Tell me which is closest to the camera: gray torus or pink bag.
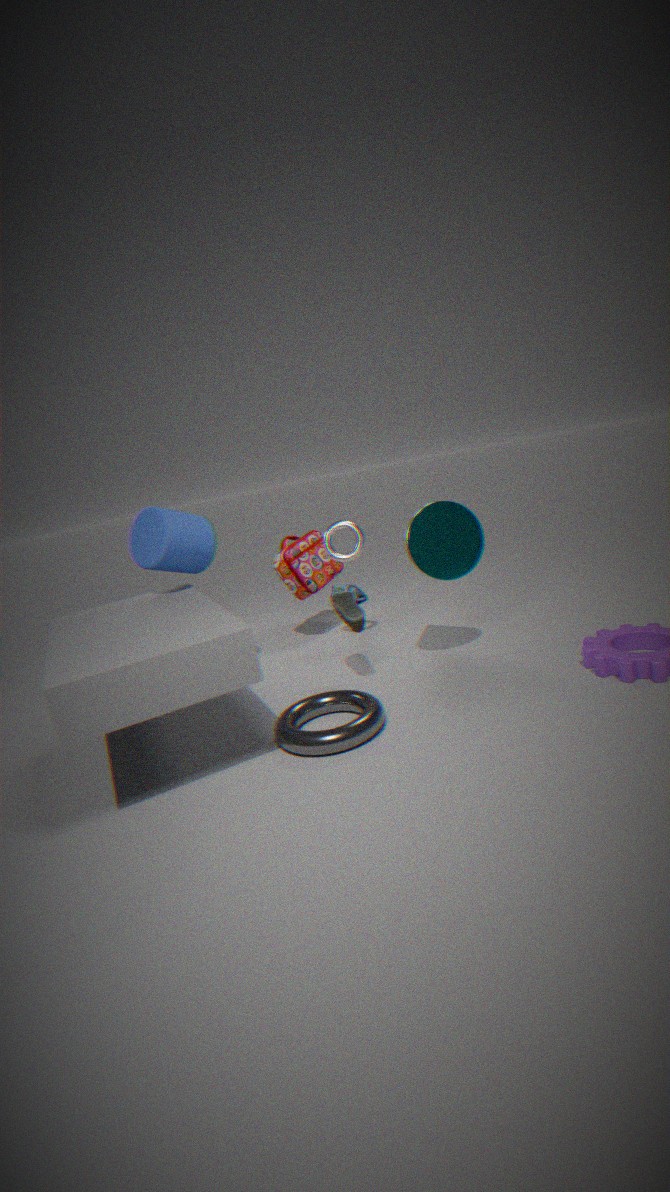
gray torus
